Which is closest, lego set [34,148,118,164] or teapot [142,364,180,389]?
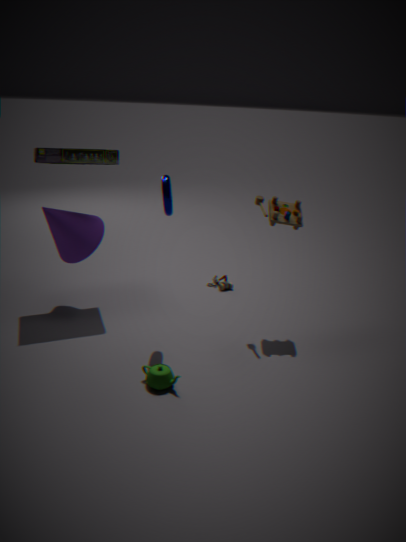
teapot [142,364,180,389]
